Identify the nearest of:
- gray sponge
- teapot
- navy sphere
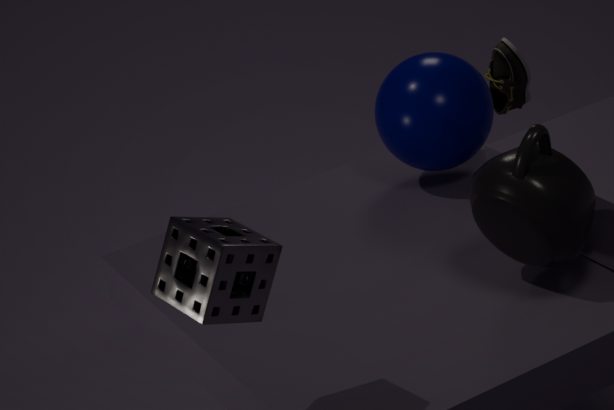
gray sponge
